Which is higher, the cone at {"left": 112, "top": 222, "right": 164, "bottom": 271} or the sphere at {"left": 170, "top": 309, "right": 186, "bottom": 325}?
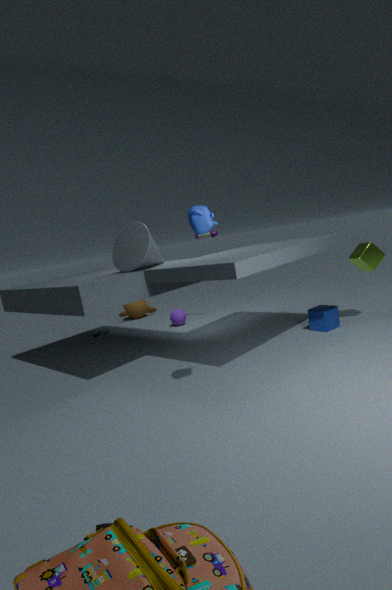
the cone at {"left": 112, "top": 222, "right": 164, "bottom": 271}
